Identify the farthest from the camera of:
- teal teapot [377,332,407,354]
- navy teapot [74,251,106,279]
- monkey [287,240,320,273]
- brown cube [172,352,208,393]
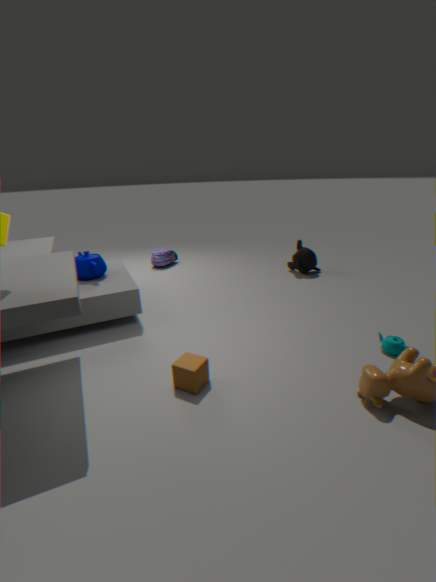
monkey [287,240,320,273]
